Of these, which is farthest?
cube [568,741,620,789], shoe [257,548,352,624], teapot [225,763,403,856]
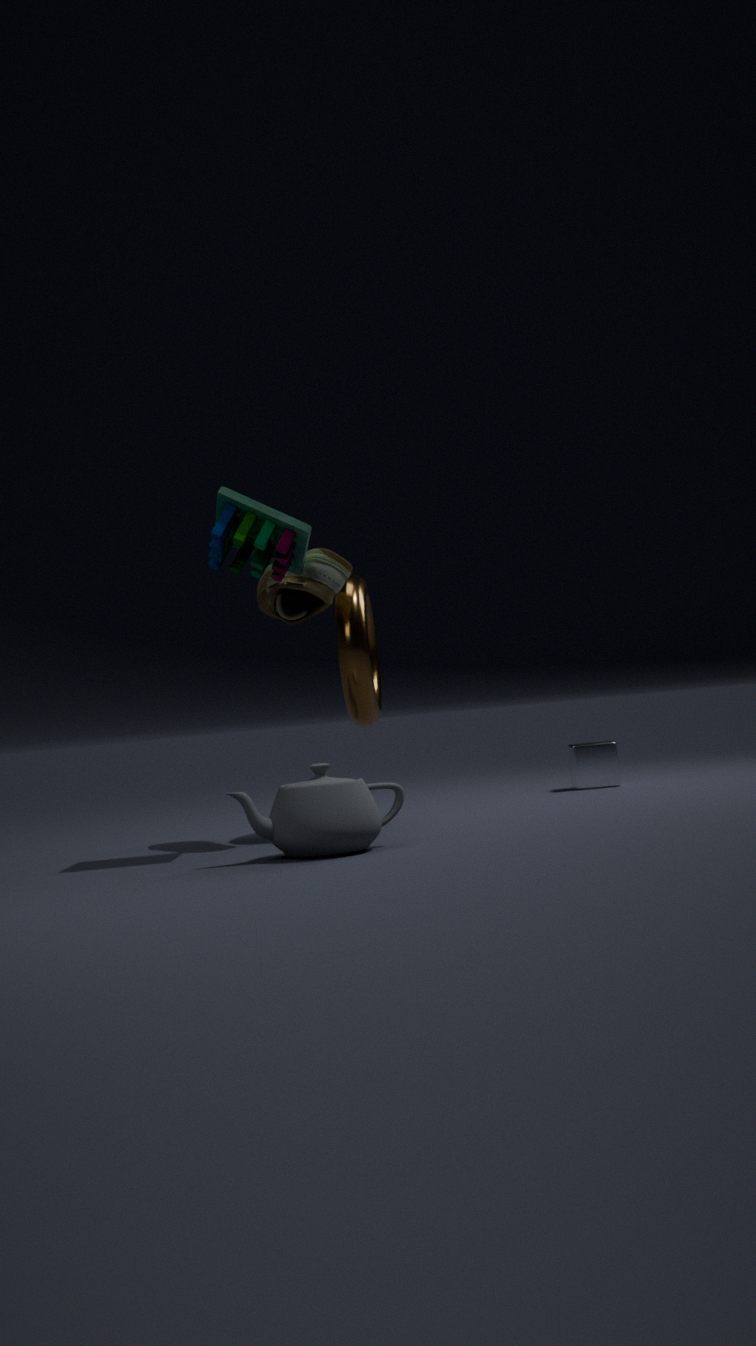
cube [568,741,620,789]
